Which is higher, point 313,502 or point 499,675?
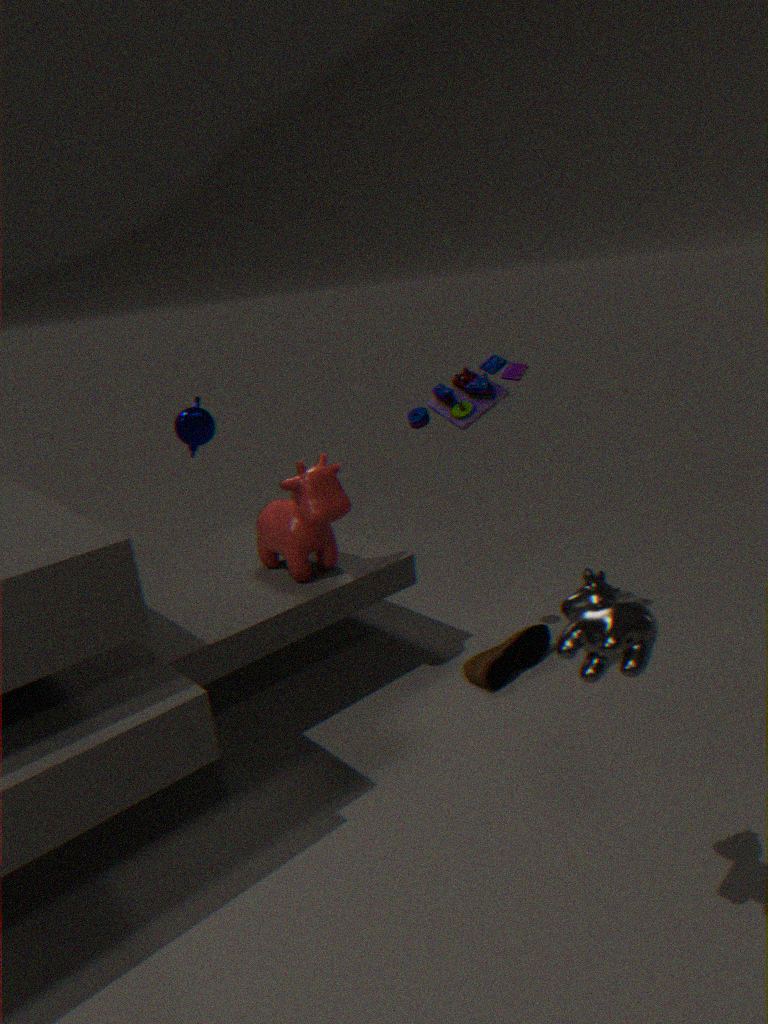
point 313,502
